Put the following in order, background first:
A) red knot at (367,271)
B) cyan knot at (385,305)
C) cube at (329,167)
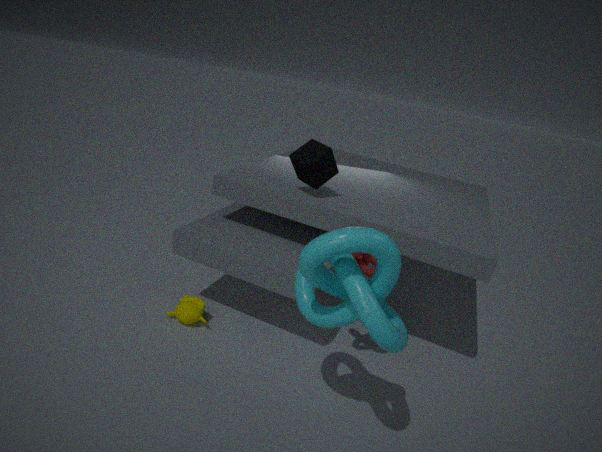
1. cube at (329,167)
2. red knot at (367,271)
3. cyan knot at (385,305)
